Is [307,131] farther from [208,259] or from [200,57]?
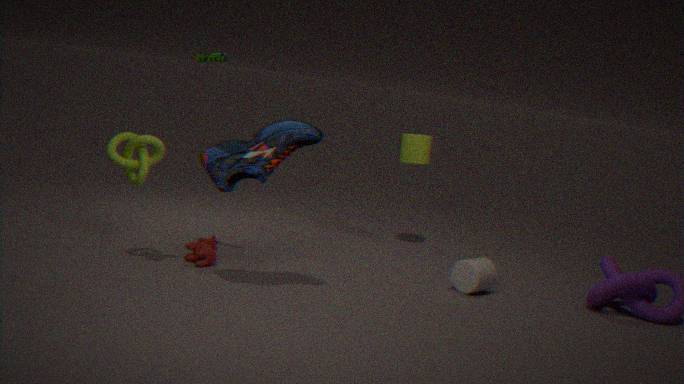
[208,259]
